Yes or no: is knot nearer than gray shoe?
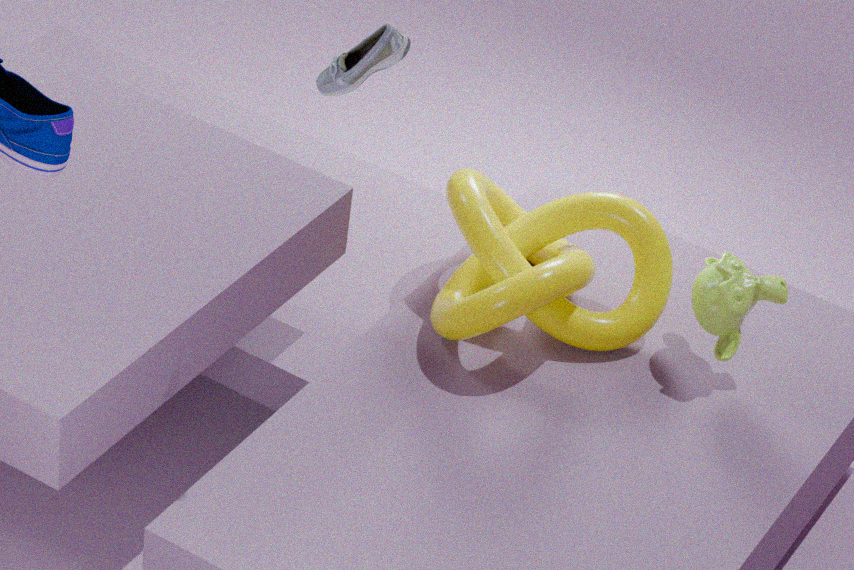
No
